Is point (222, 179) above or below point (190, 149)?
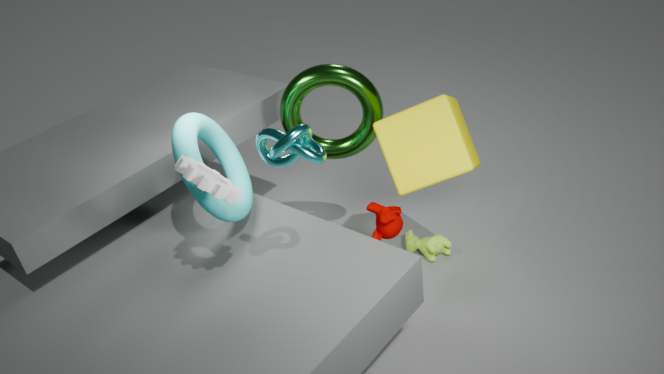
above
